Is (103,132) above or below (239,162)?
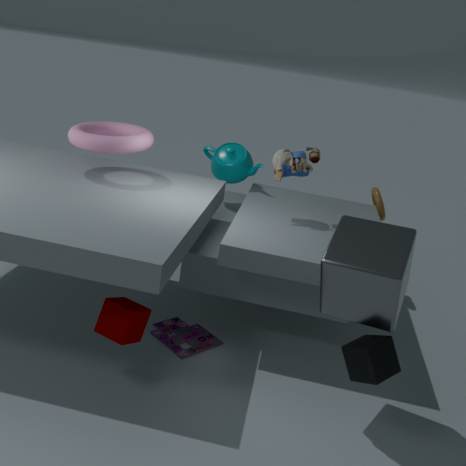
above
